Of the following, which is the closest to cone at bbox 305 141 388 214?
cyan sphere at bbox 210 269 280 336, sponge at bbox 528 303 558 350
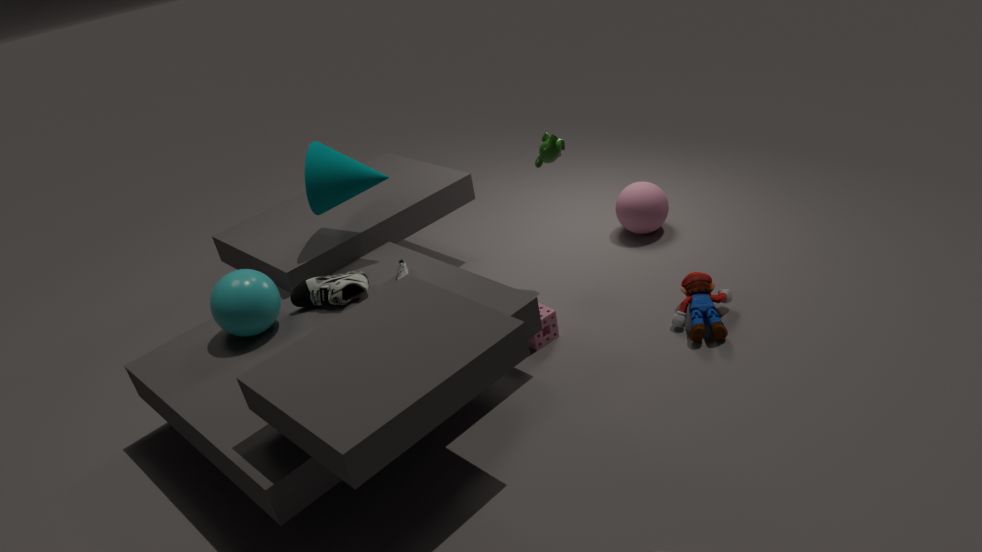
cyan sphere at bbox 210 269 280 336
